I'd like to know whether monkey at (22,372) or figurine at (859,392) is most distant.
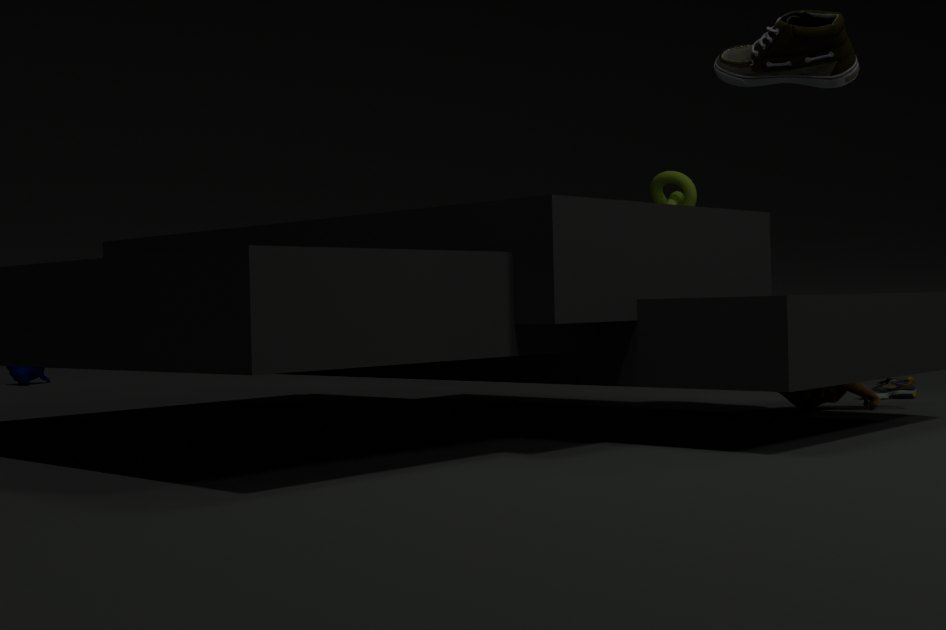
monkey at (22,372)
